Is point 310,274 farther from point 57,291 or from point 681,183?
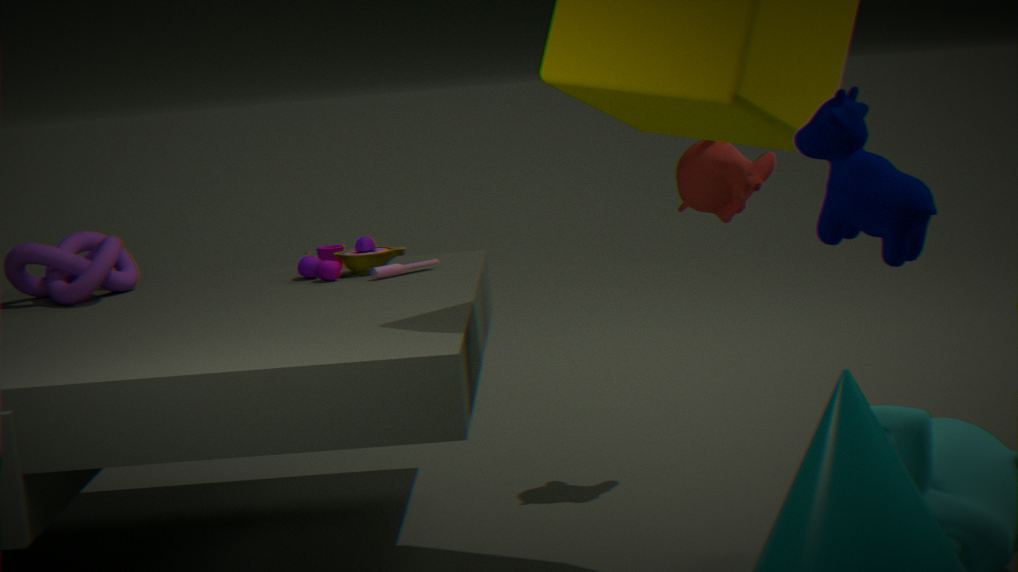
point 681,183
